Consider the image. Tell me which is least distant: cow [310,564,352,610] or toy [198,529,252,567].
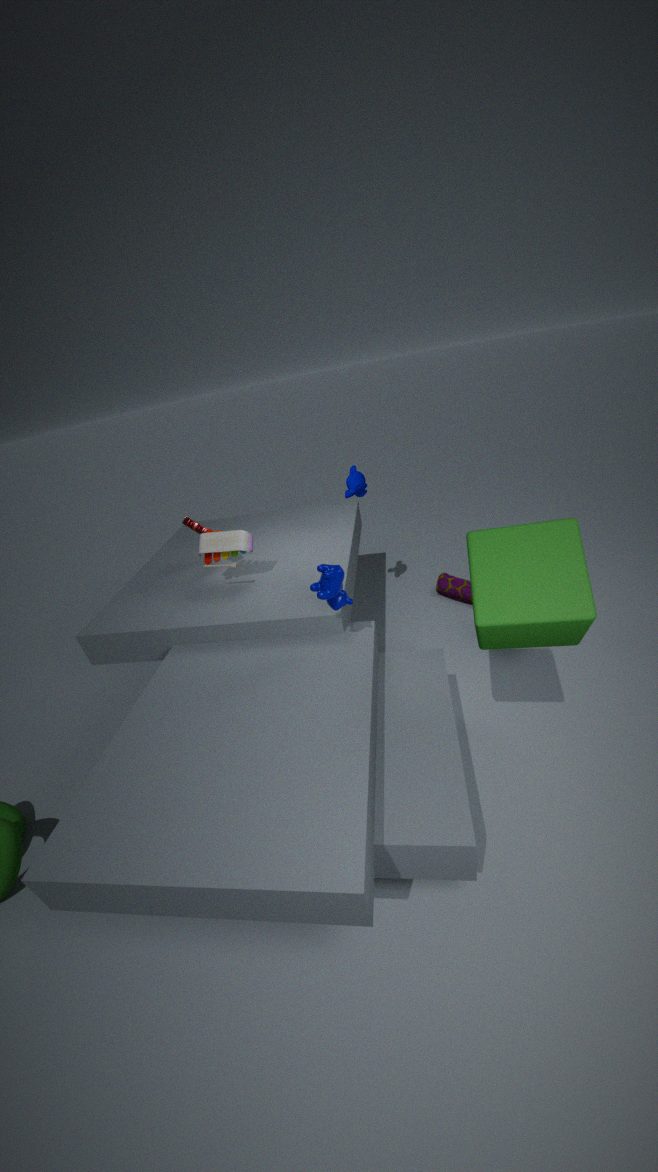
cow [310,564,352,610]
